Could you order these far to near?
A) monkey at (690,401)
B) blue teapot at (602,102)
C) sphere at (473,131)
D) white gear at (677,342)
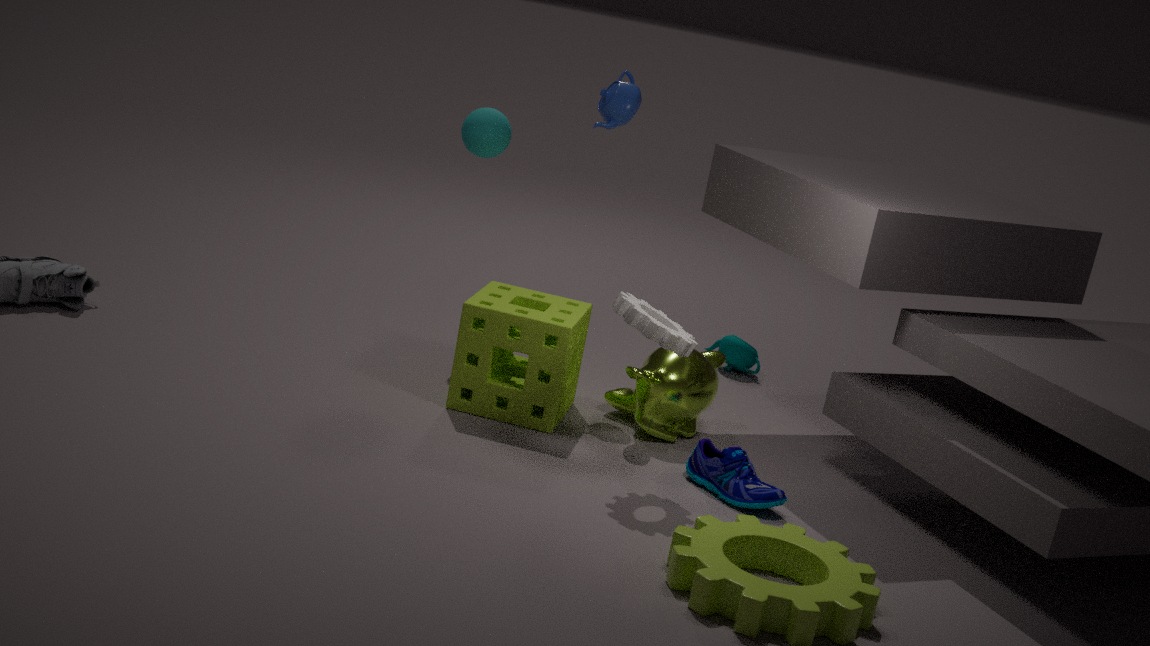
sphere at (473,131) → blue teapot at (602,102) → monkey at (690,401) → white gear at (677,342)
